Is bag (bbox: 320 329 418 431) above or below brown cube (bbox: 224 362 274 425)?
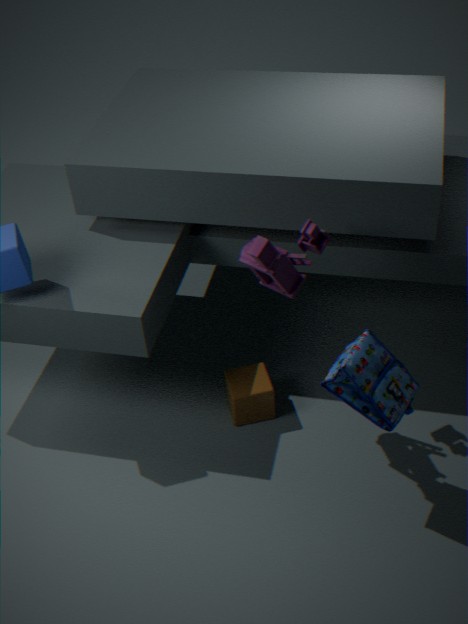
above
